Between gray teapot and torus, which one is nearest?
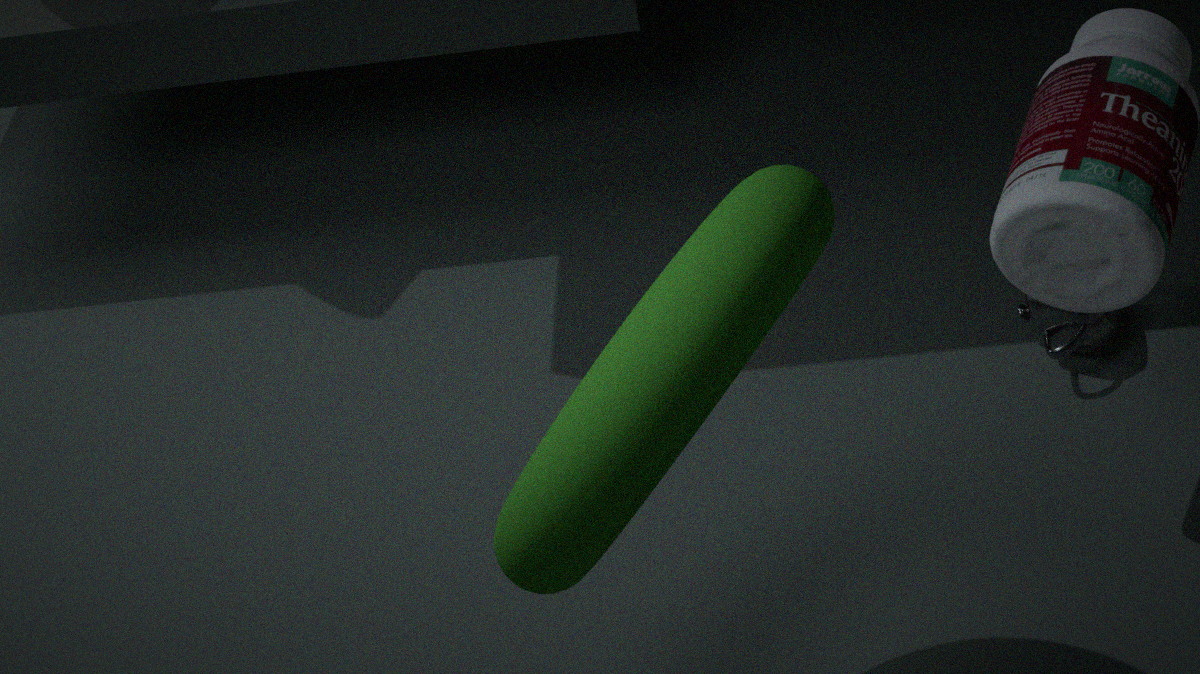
torus
